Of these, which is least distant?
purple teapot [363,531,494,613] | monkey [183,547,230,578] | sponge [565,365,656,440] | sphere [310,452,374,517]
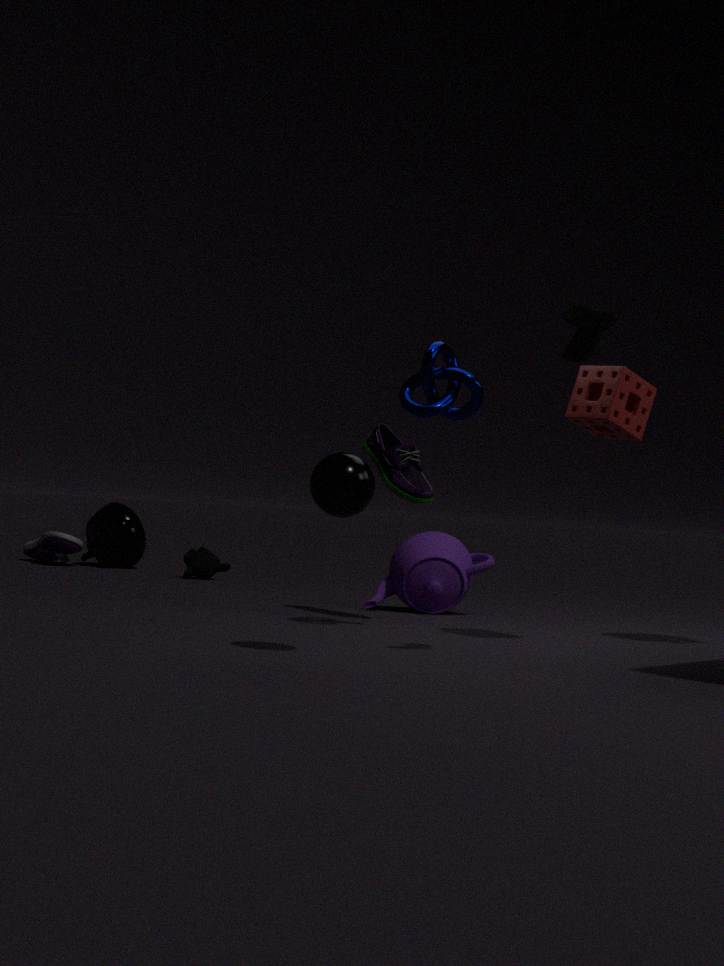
sphere [310,452,374,517]
